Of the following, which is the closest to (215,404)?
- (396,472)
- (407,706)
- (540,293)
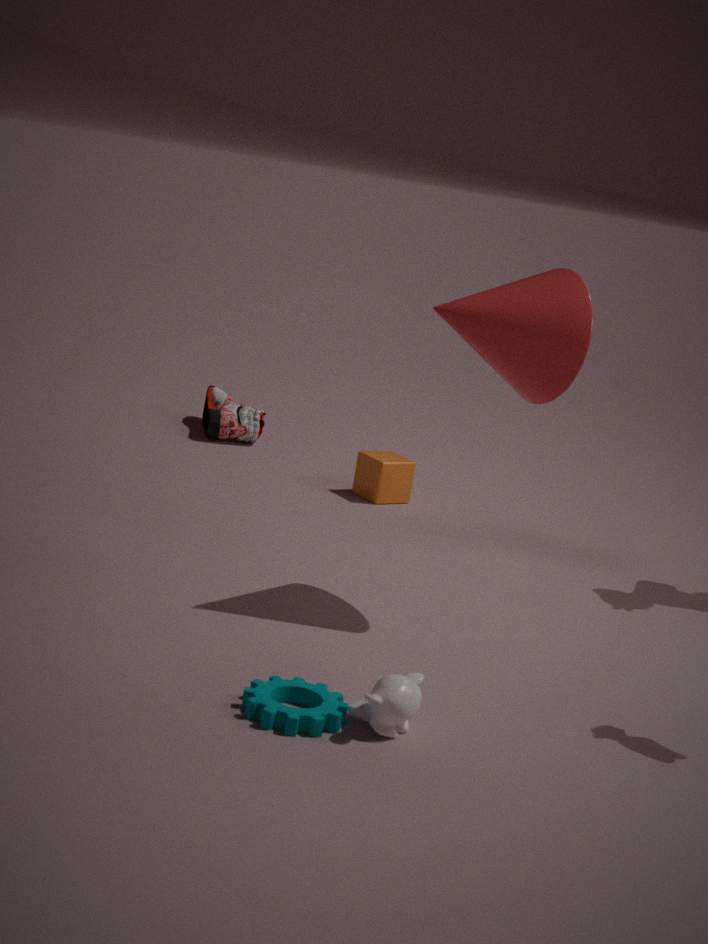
(396,472)
